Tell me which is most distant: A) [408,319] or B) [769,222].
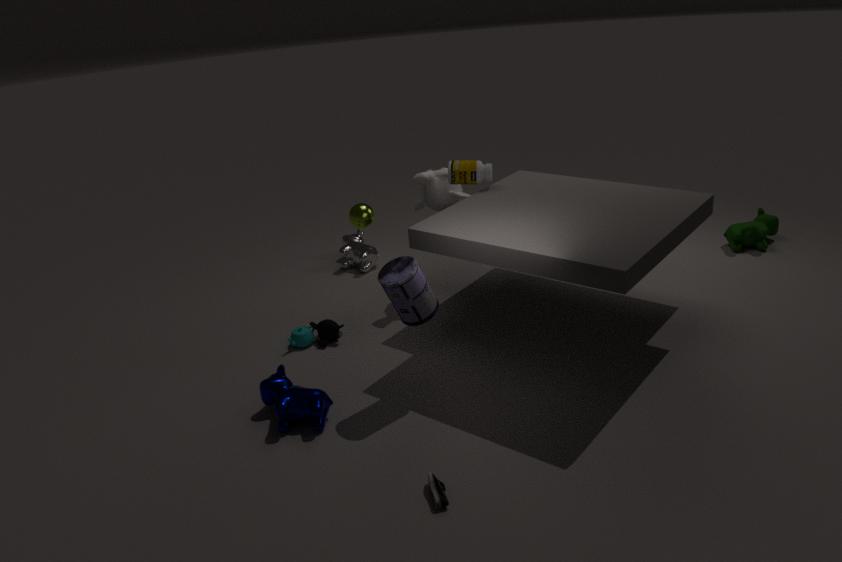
B. [769,222]
